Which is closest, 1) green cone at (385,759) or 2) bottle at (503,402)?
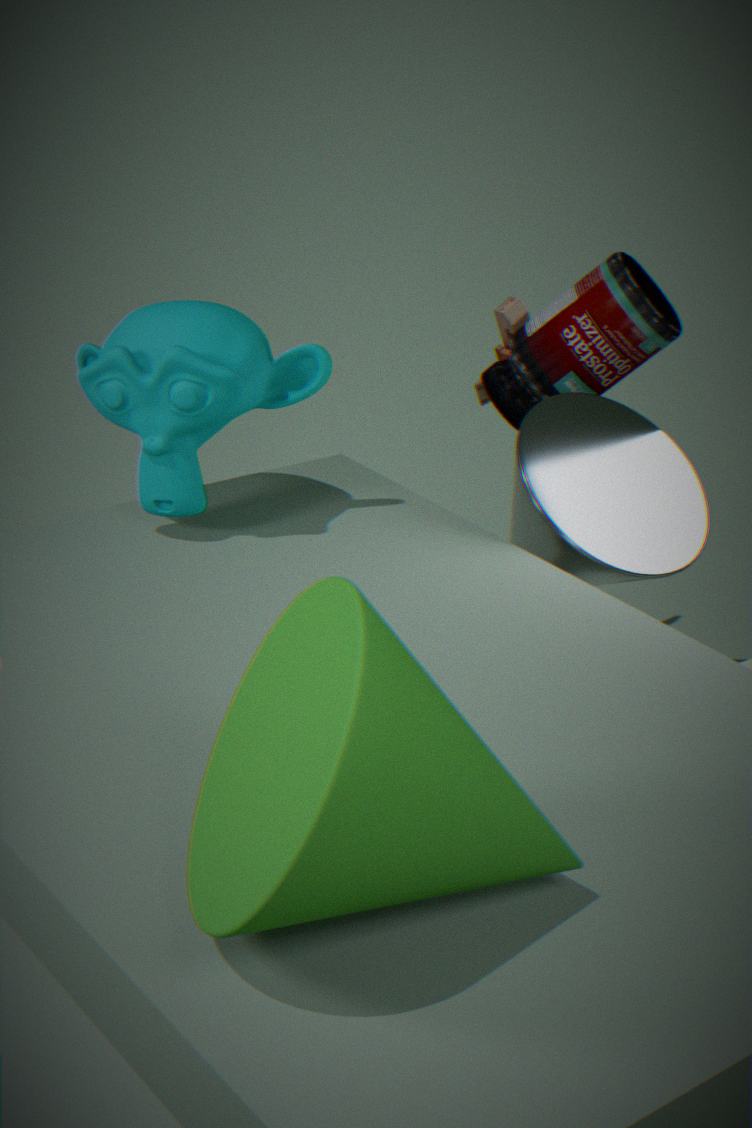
1. green cone at (385,759)
